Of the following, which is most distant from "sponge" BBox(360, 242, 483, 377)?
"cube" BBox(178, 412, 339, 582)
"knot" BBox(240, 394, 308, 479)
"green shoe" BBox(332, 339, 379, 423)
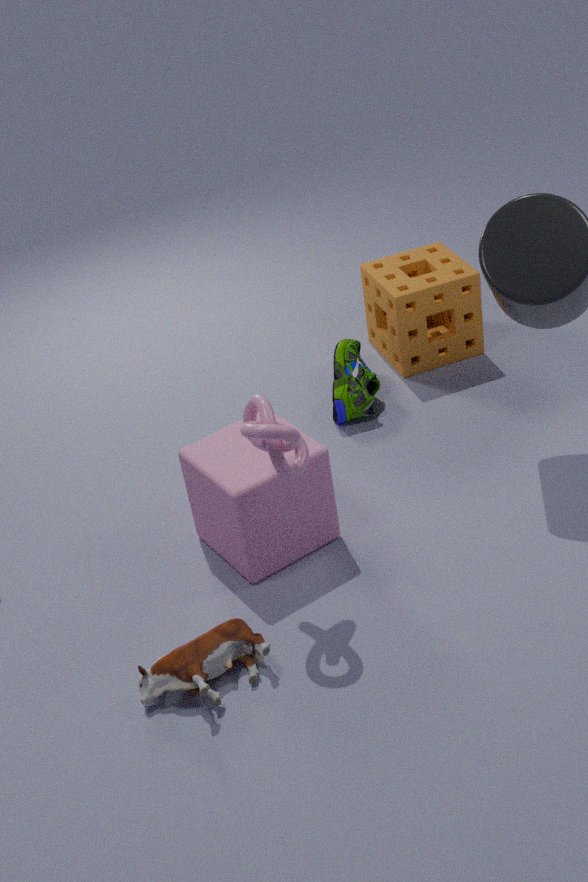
"knot" BBox(240, 394, 308, 479)
